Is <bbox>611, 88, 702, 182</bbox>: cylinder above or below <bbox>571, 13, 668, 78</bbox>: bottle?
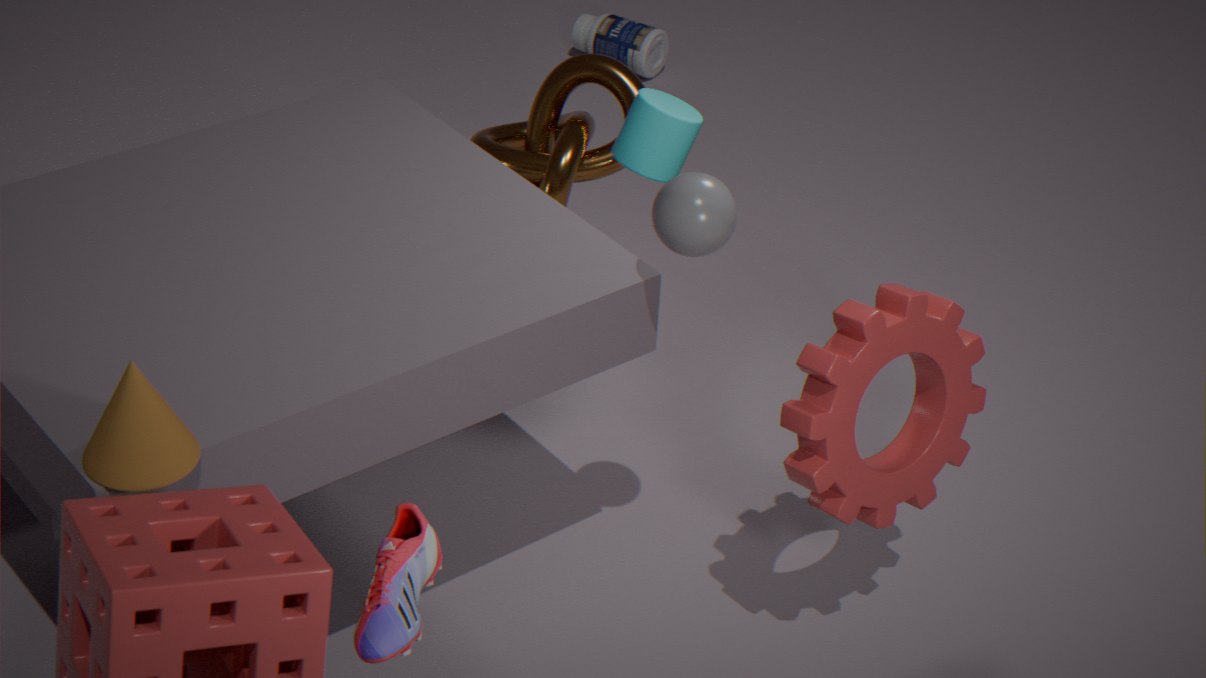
above
